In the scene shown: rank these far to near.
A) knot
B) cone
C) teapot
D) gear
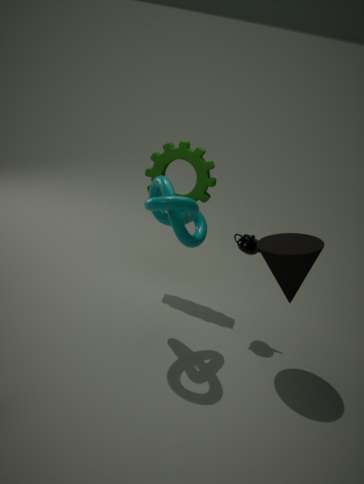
1. gear
2. teapot
3. cone
4. knot
